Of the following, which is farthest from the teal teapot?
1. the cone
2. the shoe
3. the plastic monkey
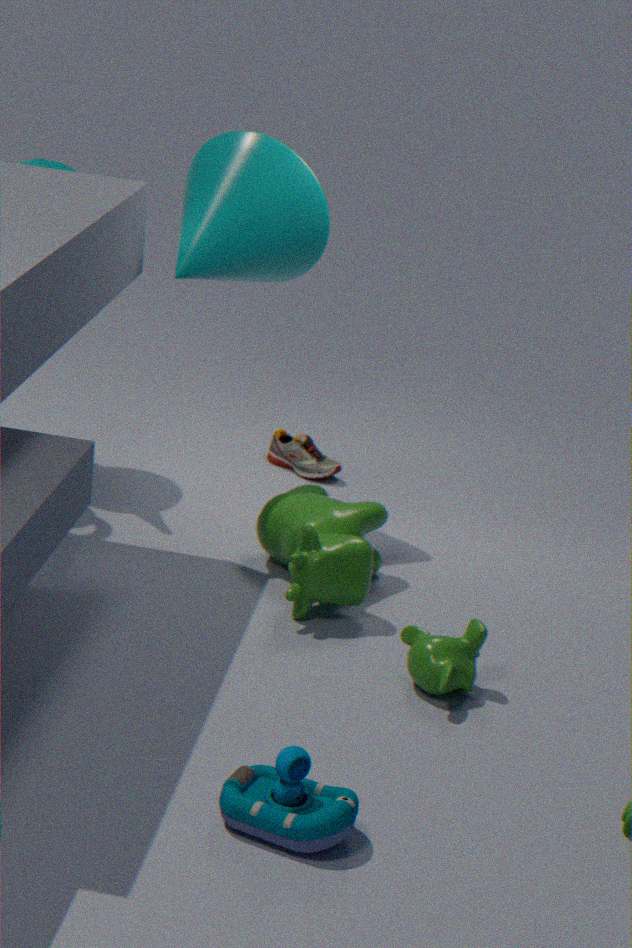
the plastic monkey
